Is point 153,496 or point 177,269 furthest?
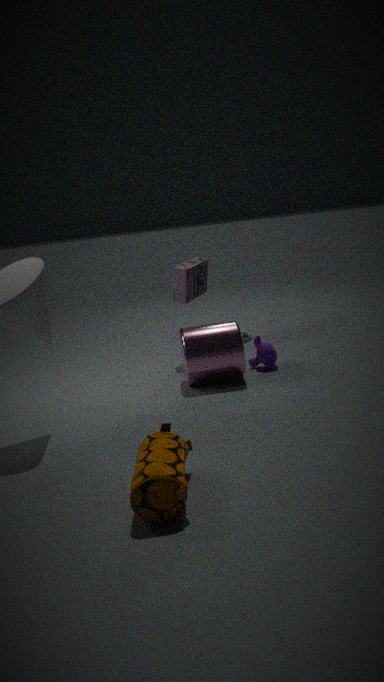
point 177,269
